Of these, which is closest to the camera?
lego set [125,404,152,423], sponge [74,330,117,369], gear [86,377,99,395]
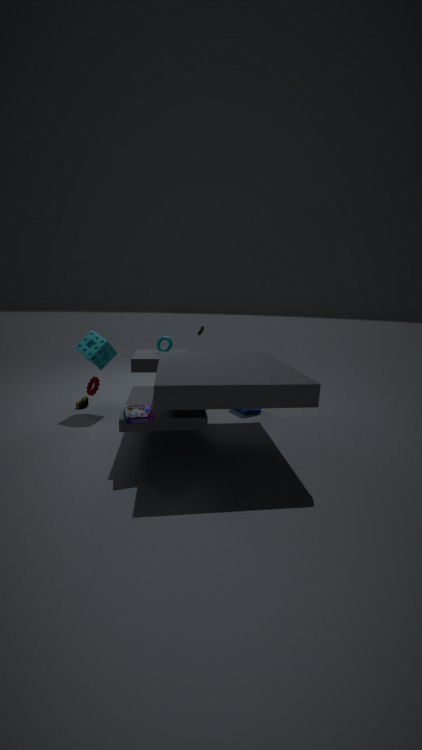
lego set [125,404,152,423]
